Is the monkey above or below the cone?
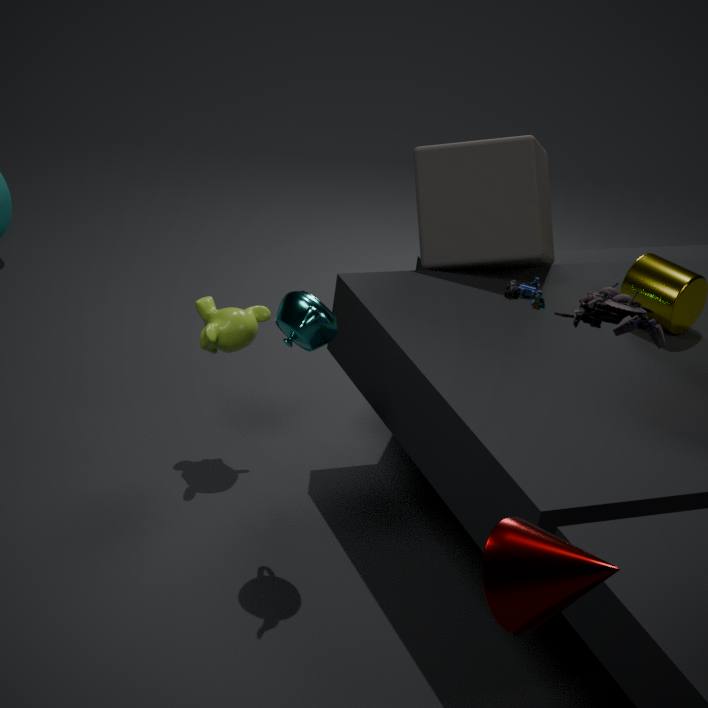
below
